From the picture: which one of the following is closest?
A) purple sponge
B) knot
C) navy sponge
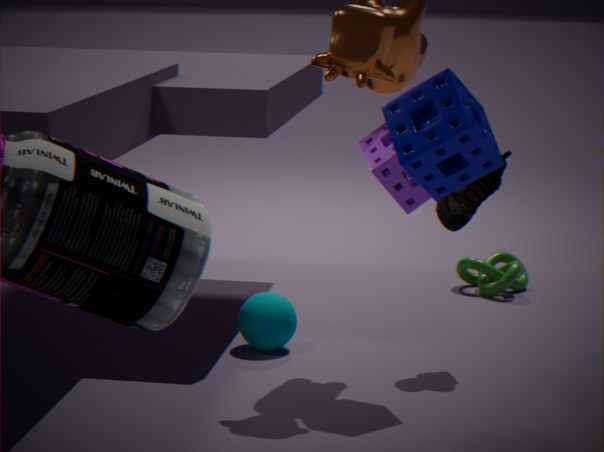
navy sponge
